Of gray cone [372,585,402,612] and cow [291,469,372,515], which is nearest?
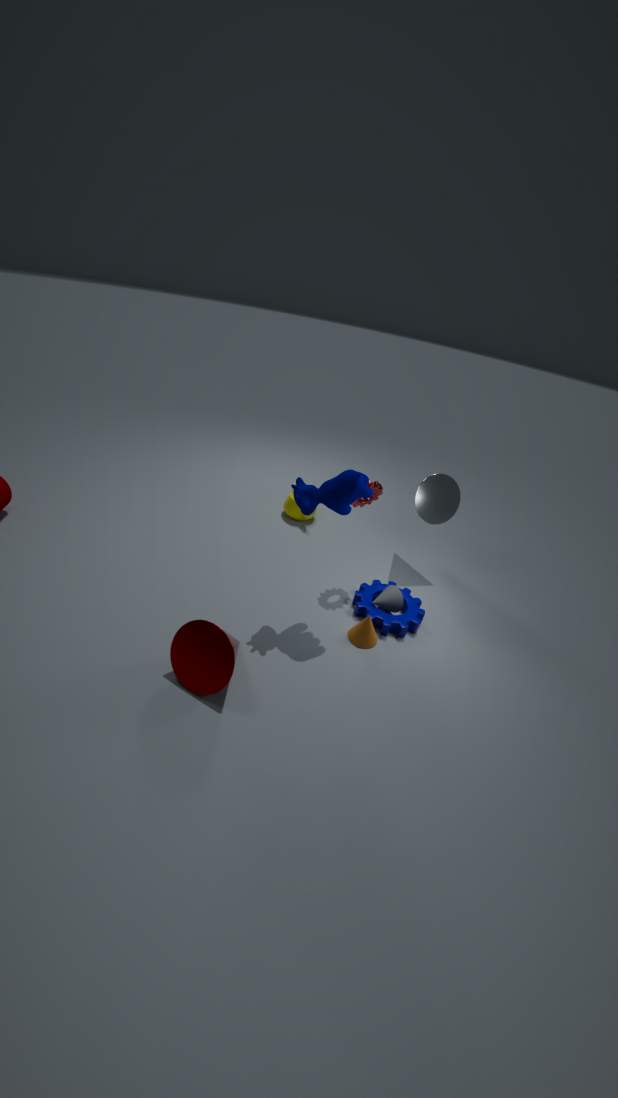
cow [291,469,372,515]
